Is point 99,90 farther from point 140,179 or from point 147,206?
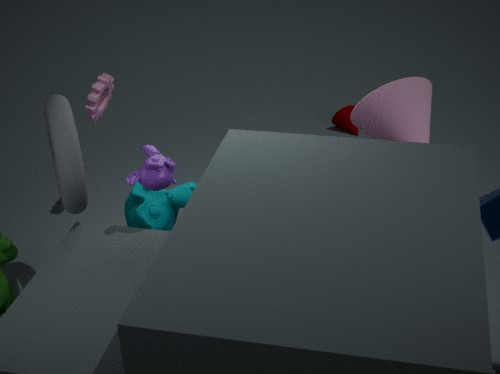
point 140,179
